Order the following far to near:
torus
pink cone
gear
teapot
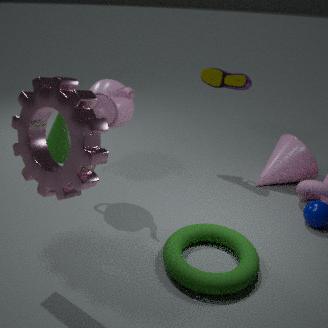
pink cone, teapot, torus, gear
